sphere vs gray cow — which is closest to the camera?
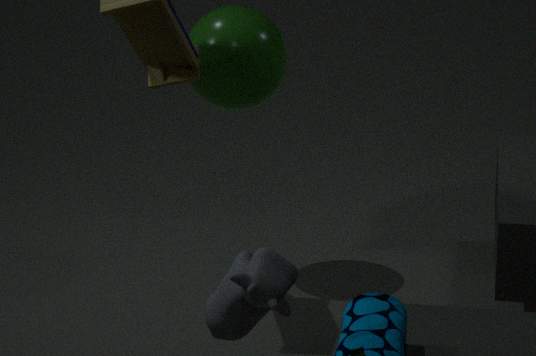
gray cow
